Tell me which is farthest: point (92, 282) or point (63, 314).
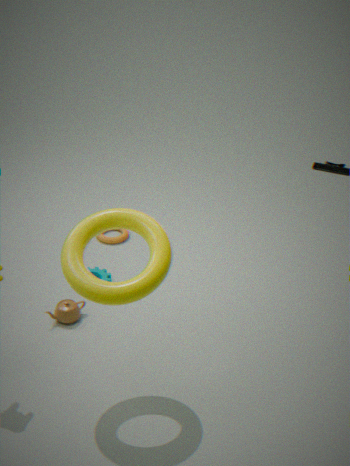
point (63, 314)
